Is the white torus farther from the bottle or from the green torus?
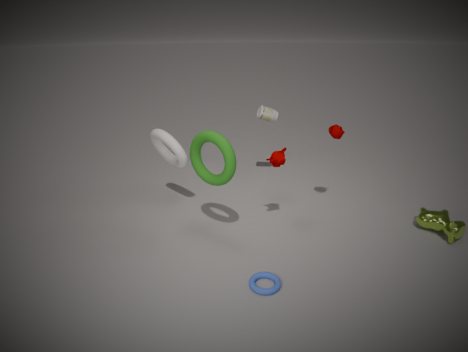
the bottle
